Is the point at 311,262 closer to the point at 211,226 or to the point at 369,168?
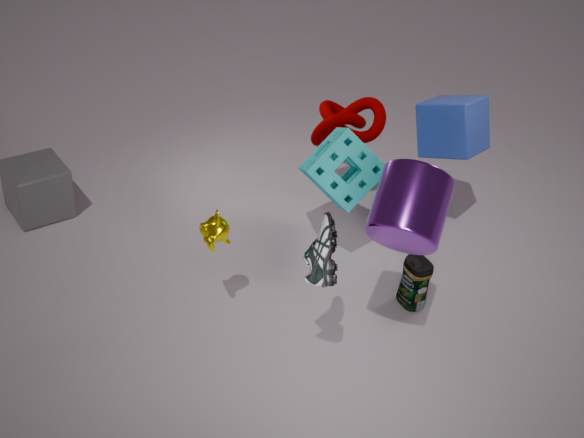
the point at 211,226
